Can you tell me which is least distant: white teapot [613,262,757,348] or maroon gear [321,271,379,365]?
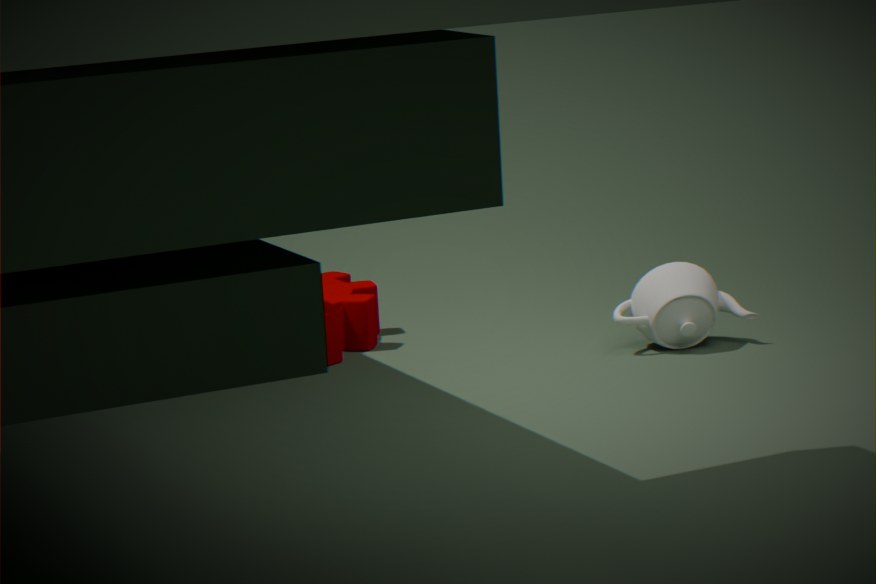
white teapot [613,262,757,348]
